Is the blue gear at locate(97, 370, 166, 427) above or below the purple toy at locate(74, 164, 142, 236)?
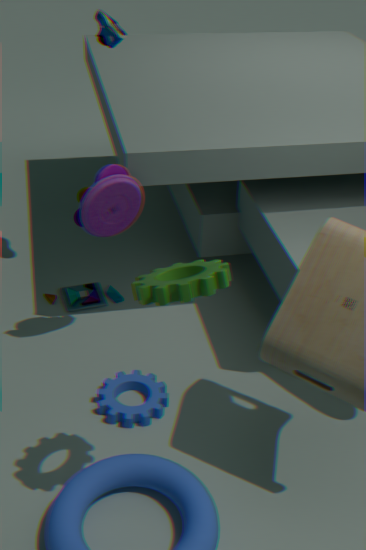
below
